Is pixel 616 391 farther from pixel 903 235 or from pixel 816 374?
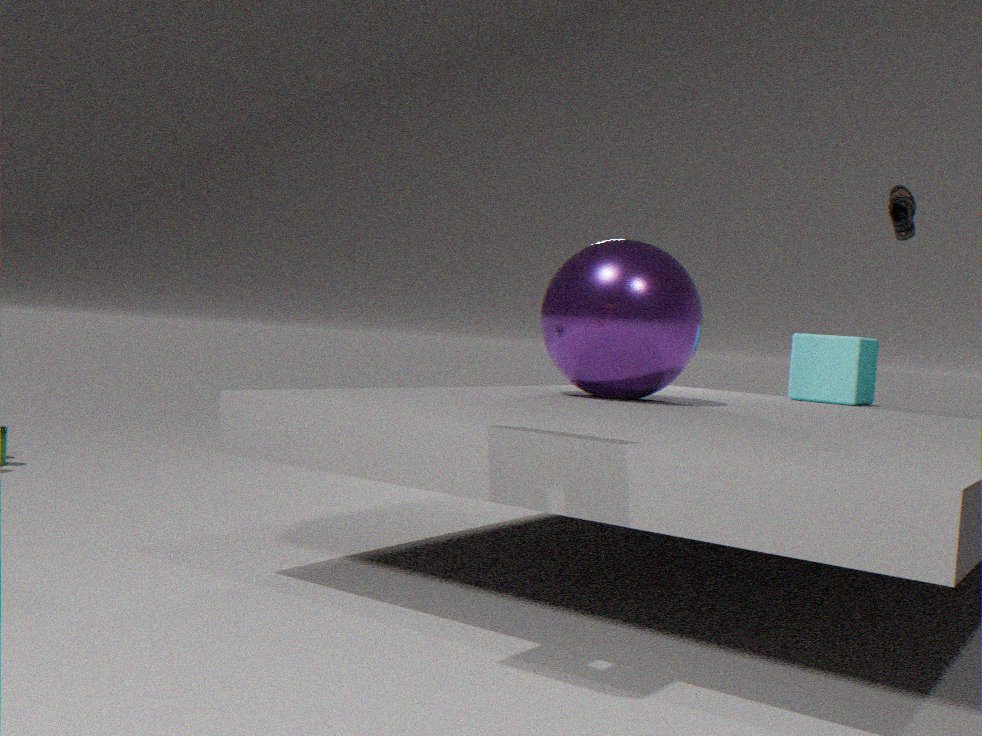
pixel 903 235
